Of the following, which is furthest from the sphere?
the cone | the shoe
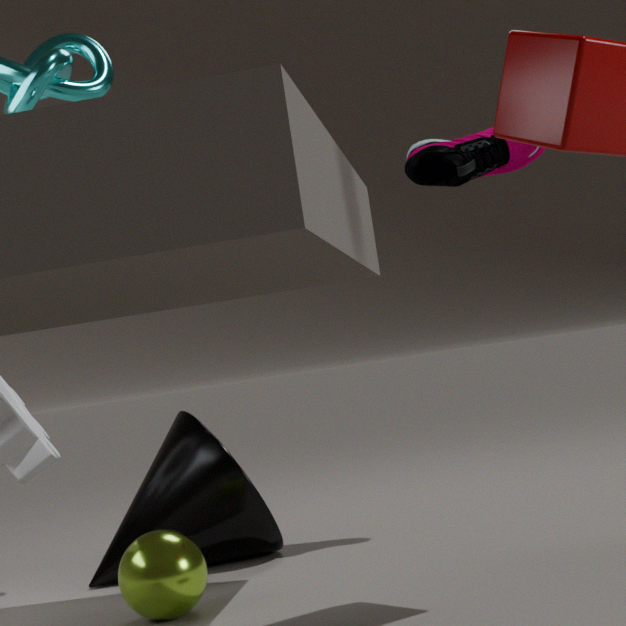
the shoe
